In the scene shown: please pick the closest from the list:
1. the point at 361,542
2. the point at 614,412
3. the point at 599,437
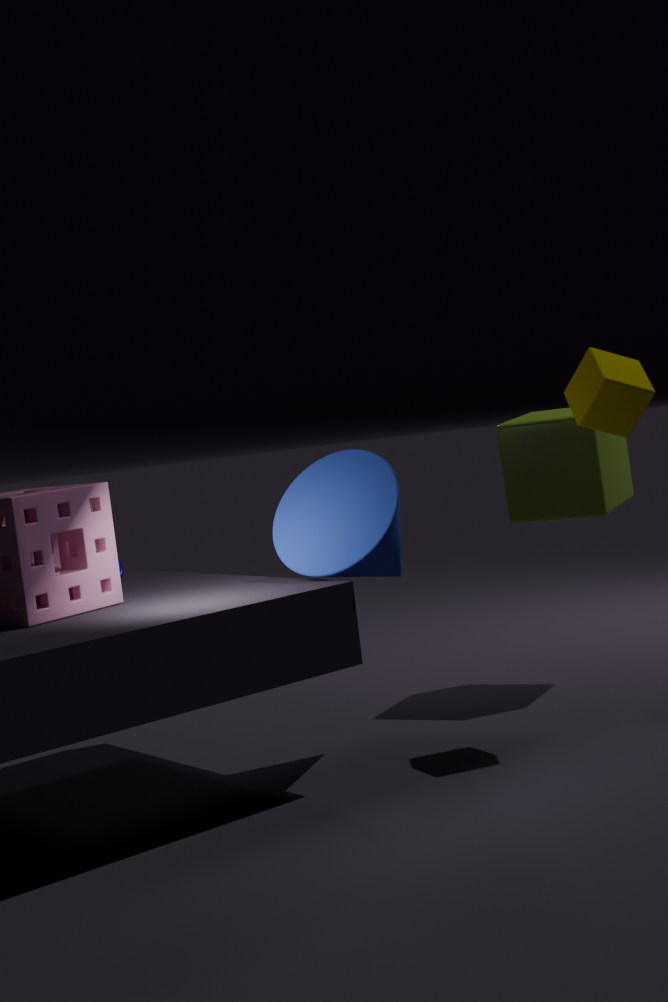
the point at 361,542
